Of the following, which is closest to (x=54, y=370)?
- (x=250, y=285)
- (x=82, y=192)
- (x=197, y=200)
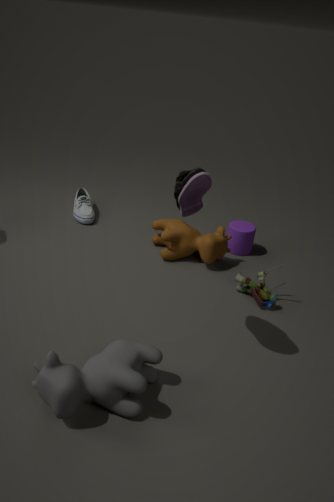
(x=197, y=200)
